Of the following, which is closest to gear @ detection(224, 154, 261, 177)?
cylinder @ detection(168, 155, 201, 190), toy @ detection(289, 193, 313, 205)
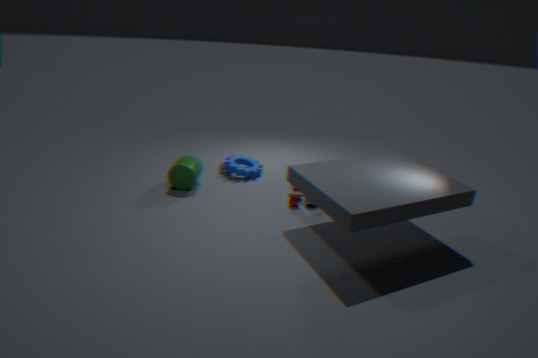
cylinder @ detection(168, 155, 201, 190)
